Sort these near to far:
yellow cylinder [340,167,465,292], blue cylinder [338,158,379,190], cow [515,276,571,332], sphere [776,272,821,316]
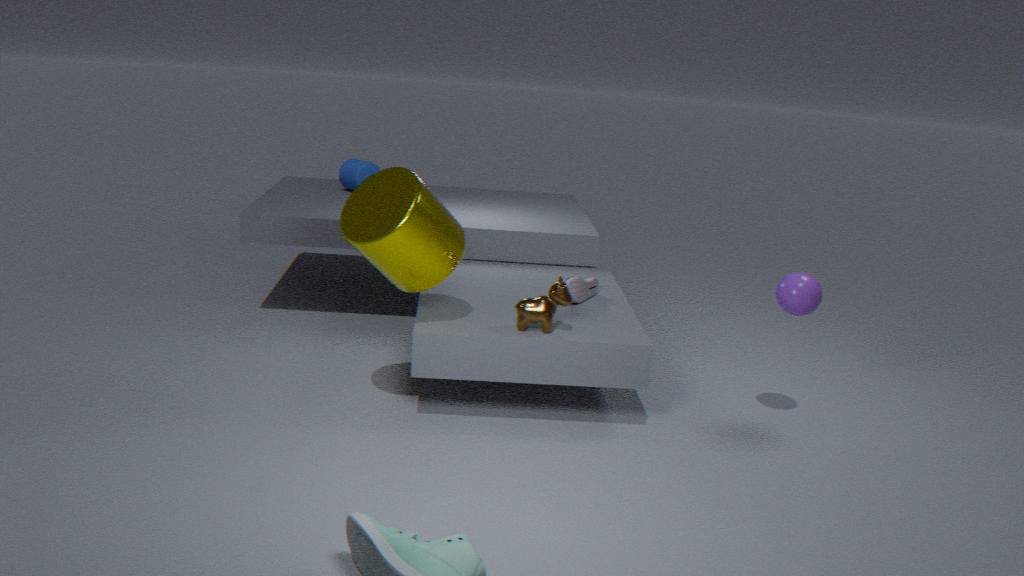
yellow cylinder [340,167,465,292] < cow [515,276,571,332] < sphere [776,272,821,316] < blue cylinder [338,158,379,190]
